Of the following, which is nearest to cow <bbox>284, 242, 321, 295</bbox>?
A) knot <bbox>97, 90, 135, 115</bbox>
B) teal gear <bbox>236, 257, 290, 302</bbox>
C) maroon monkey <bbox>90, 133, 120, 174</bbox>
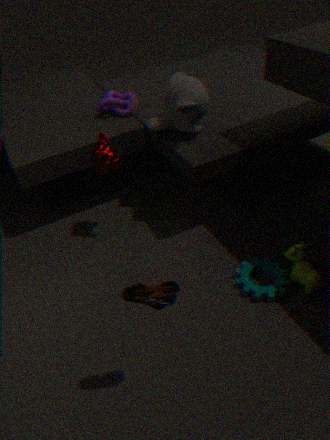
teal gear <bbox>236, 257, 290, 302</bbox>
